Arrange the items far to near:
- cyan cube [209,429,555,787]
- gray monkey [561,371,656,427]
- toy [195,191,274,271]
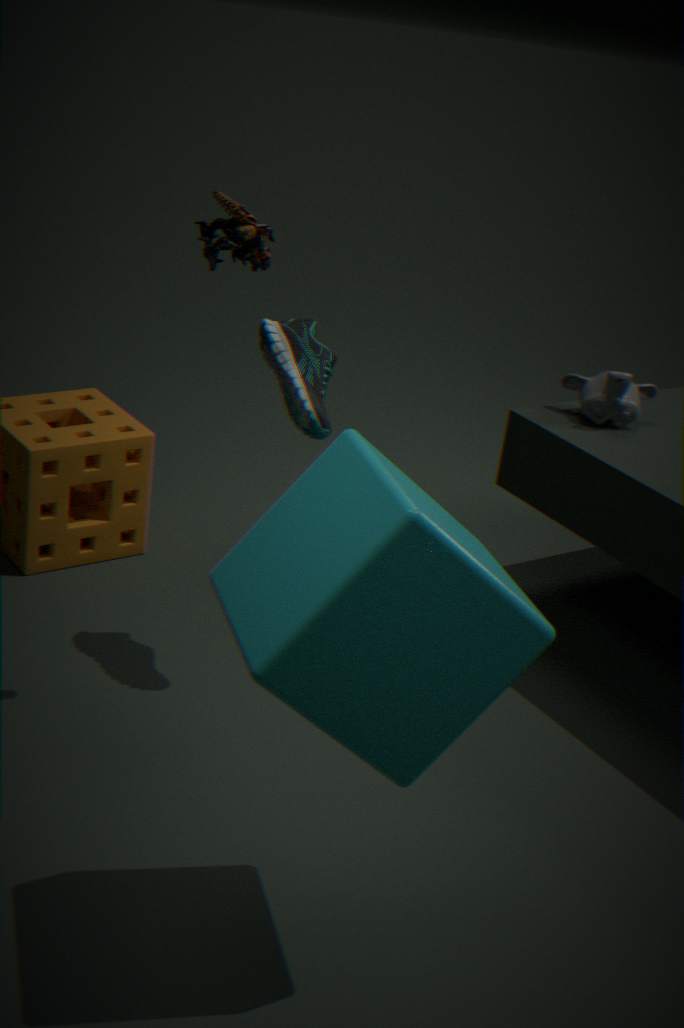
1. gray monkey [561,371,656,427]
2. toy [195,191,274,271]
3. cyan cube [209,429,555,787]
